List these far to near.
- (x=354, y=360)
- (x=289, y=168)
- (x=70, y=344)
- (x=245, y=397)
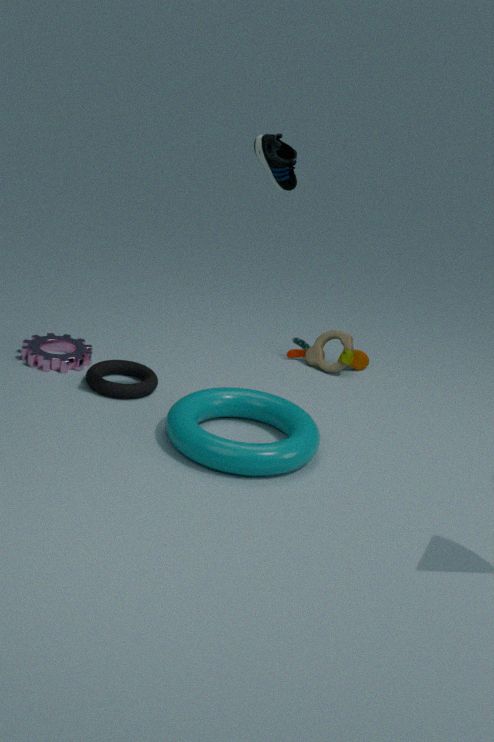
1. (x=354, y=360)
2. (x=70, y=344)
3. (x=245, y=397)
4. (x=289, y=168)
